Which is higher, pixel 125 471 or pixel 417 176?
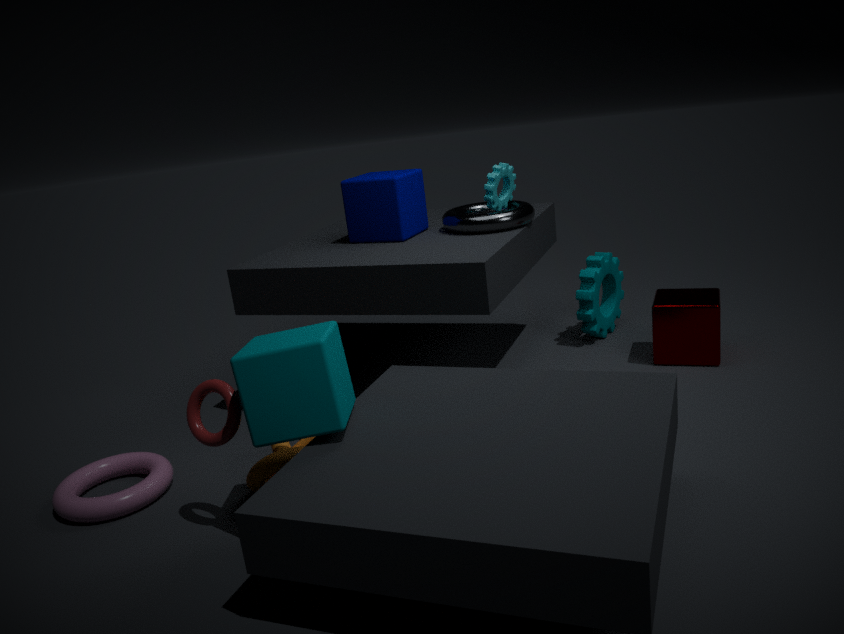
pixel 417 176
